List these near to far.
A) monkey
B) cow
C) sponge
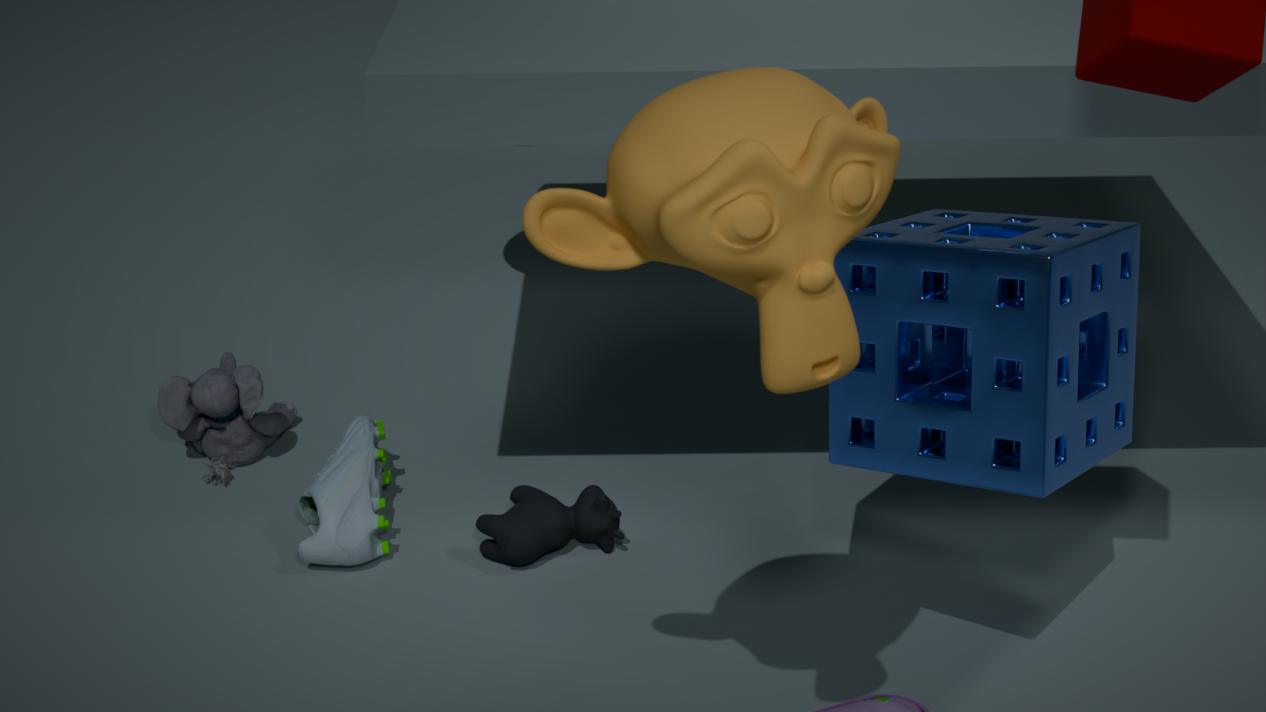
monkey
sponge
cow
